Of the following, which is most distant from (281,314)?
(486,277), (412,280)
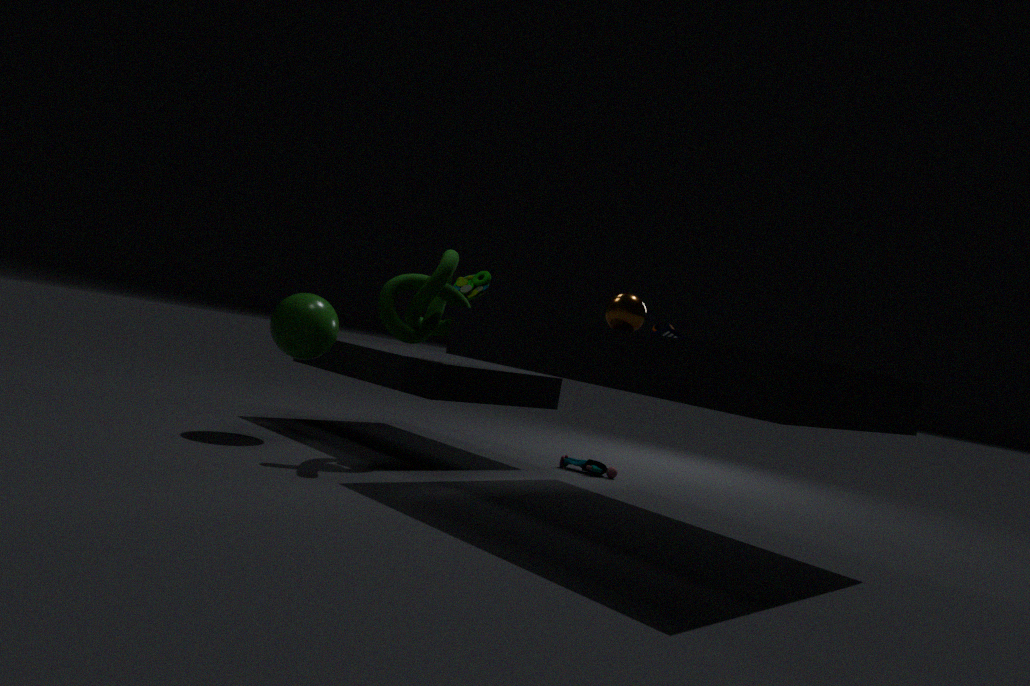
(486,277)
